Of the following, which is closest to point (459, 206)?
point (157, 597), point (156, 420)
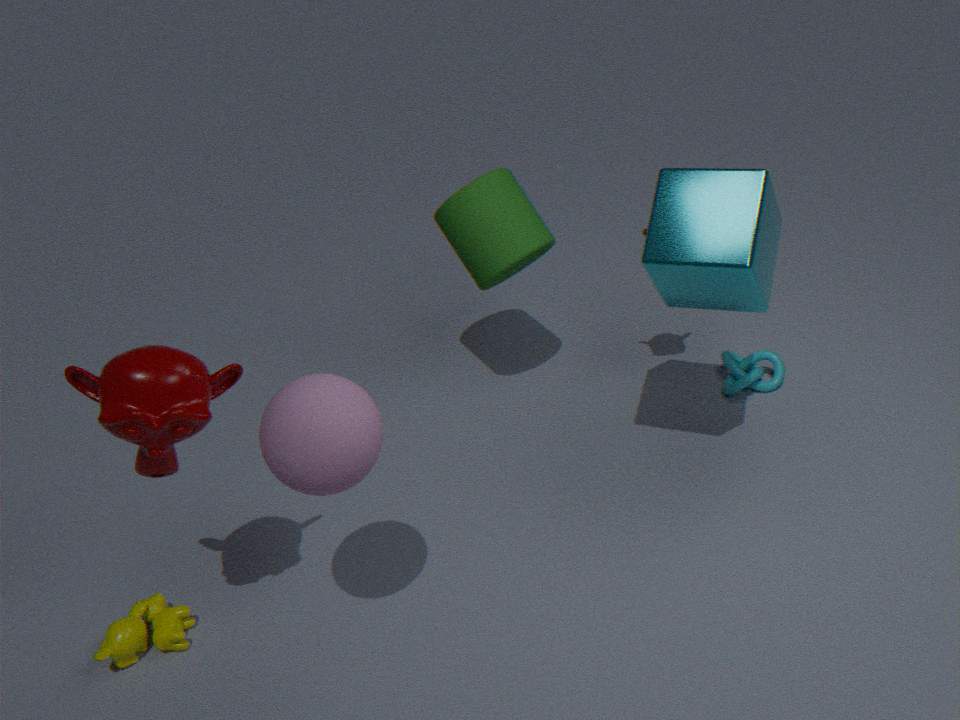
point (156, 420)
